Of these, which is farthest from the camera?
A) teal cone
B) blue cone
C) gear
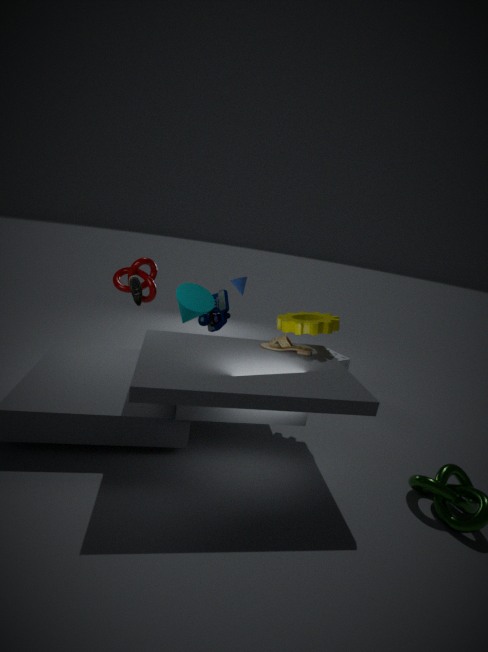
blue cone
